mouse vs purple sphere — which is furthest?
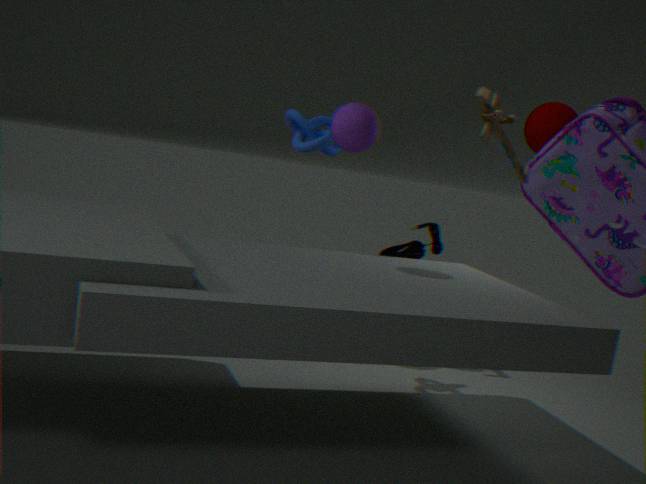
mouse
